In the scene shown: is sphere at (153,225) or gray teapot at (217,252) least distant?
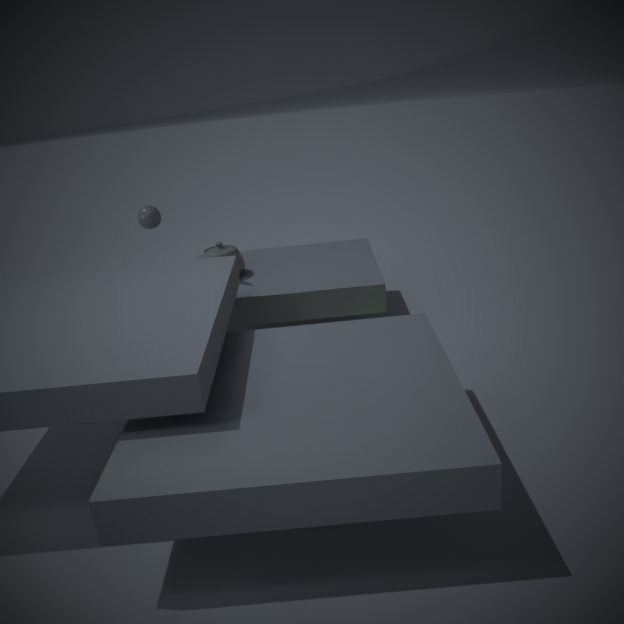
gray teapot at (217,252)
